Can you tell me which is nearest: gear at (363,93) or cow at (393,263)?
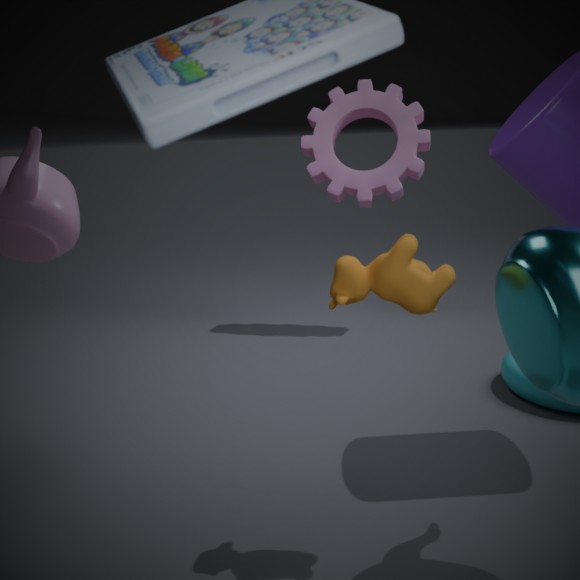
cow at (393,263)
